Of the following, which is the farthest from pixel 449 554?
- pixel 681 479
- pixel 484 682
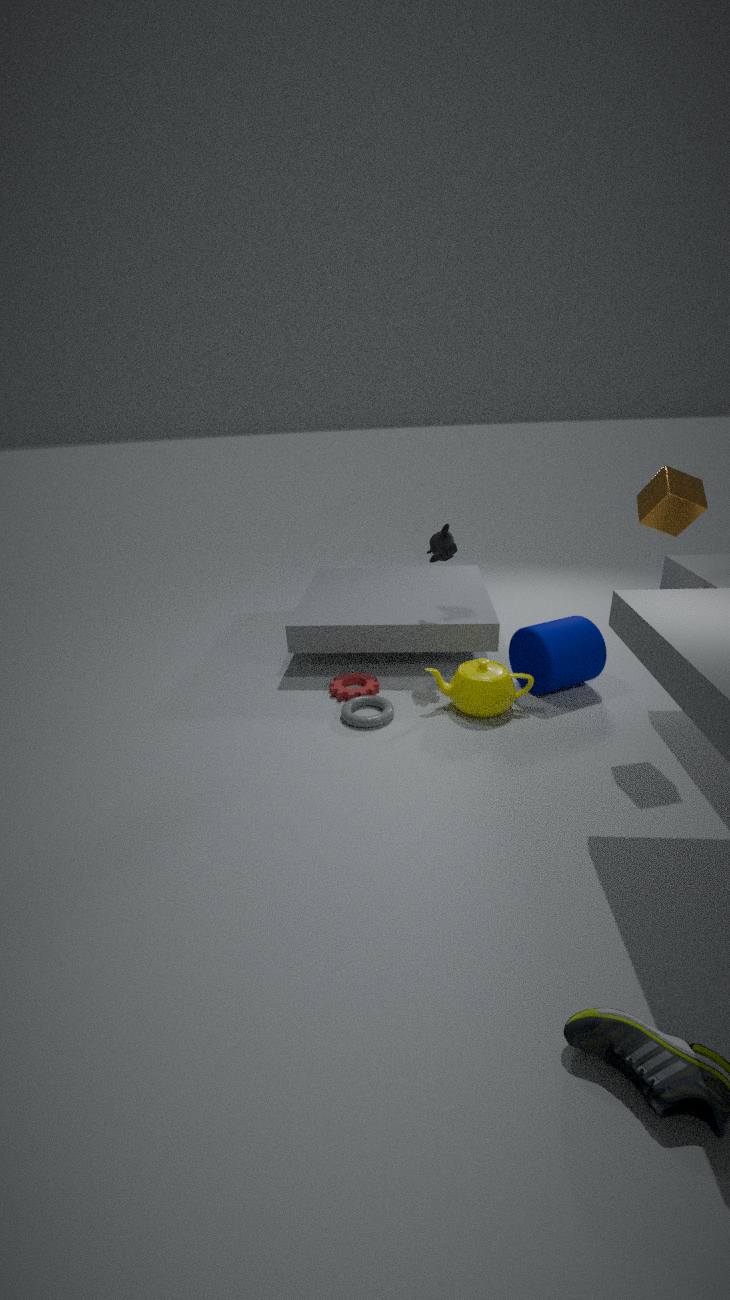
pixel 681 479
